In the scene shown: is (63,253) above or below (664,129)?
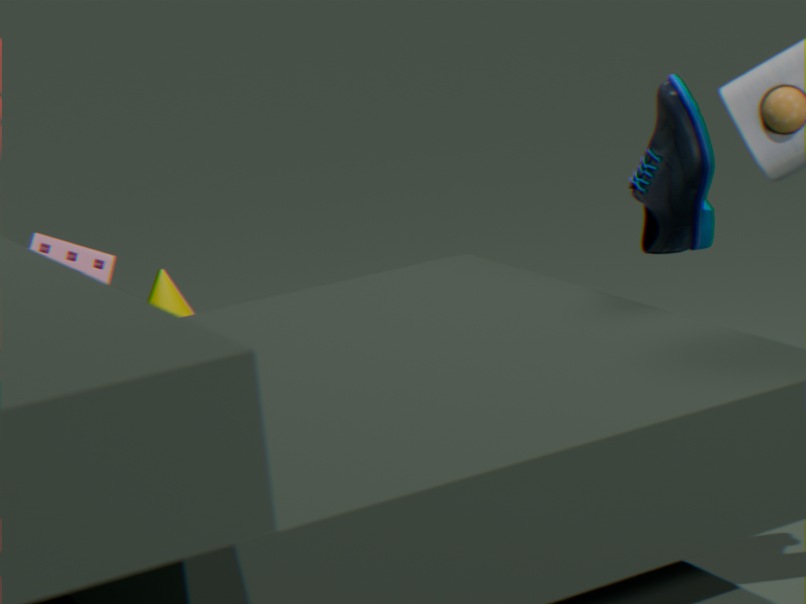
below
